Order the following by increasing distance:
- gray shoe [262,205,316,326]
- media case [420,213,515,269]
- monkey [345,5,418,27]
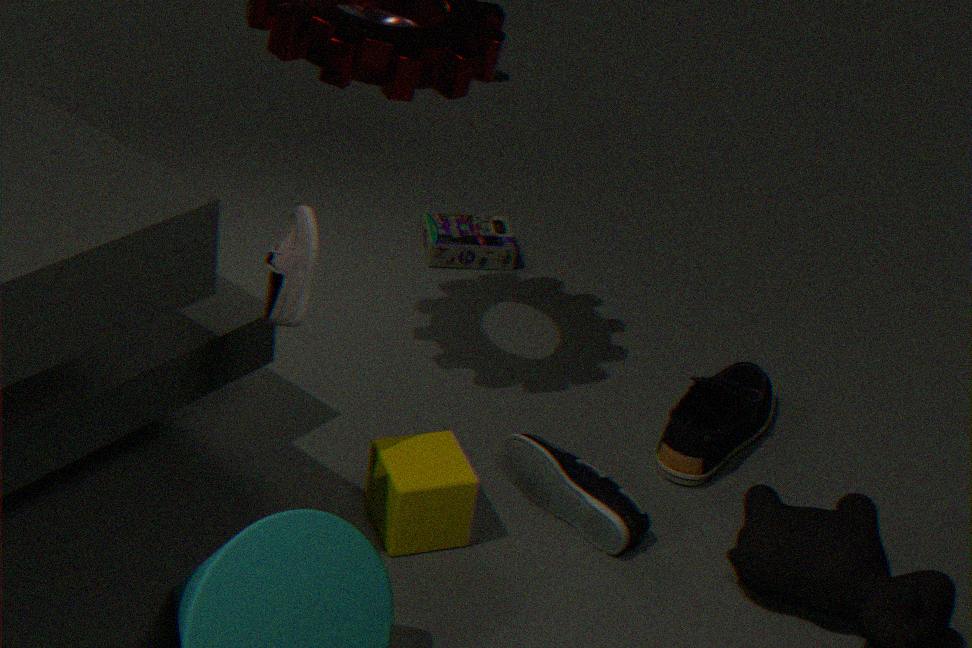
gray shoe [262,205,316,326] < media case [420,213,515,269] < monkey [345,5,418,27]
